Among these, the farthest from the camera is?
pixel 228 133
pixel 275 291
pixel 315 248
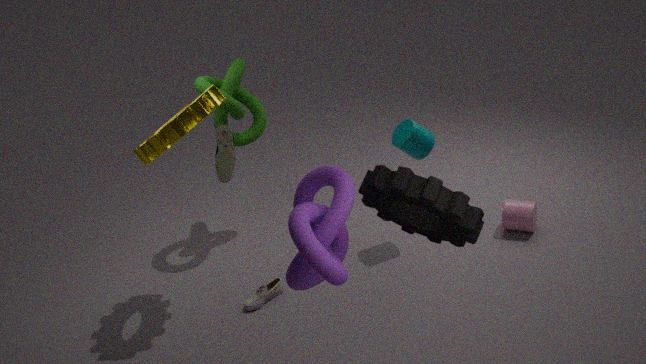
pixel 275 291
